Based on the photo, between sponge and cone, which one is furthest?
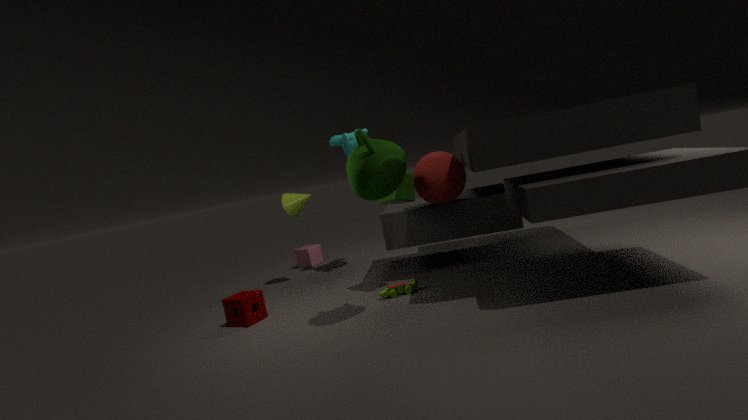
cone
